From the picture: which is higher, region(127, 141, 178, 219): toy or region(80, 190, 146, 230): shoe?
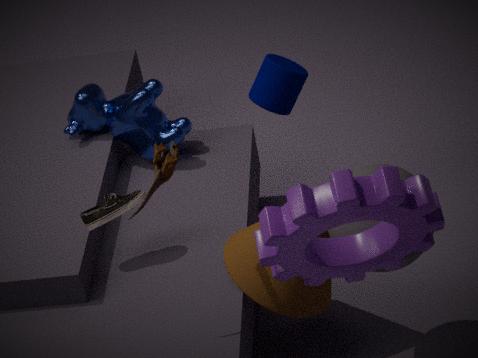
region(127, 141, 178, 219): toy
